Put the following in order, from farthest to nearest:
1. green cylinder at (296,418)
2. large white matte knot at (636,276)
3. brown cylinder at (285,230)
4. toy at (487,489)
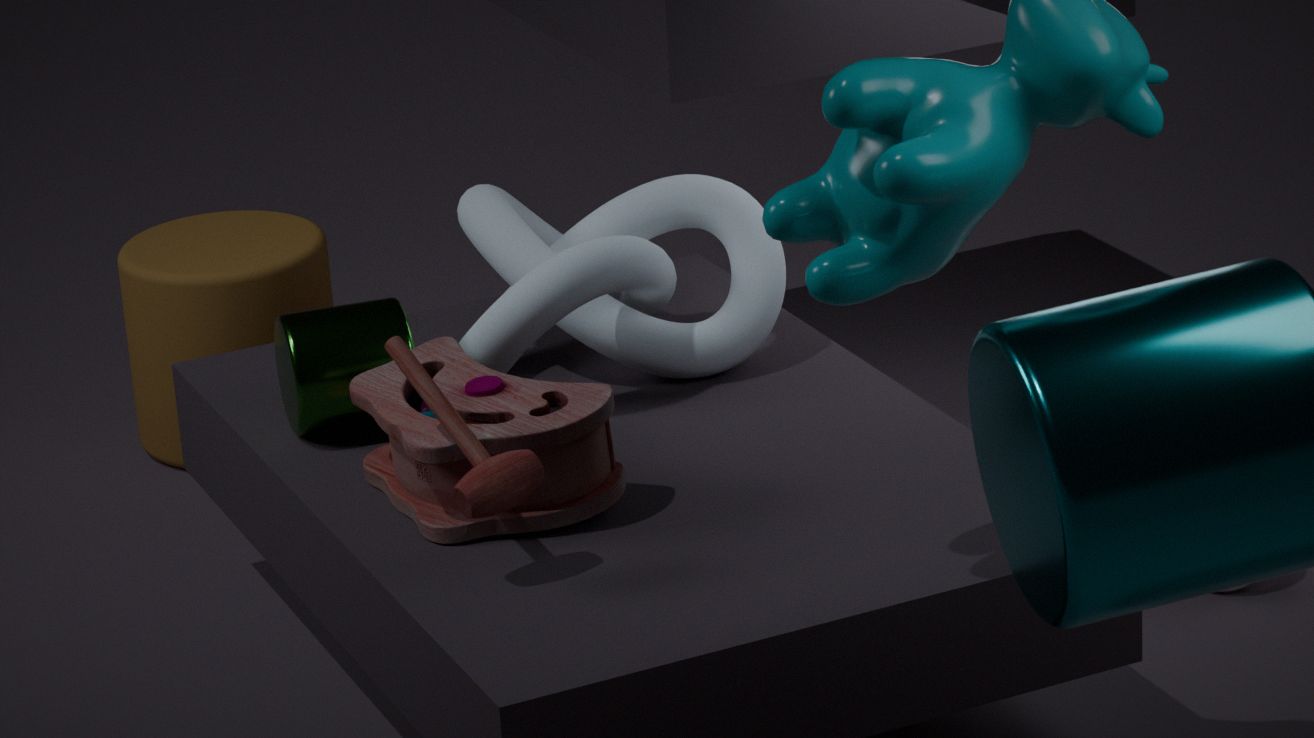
brown cylinder at (285,230) → large white matte knot at (636,276) → green cylinder at (296,418) → toy at (487,489)
